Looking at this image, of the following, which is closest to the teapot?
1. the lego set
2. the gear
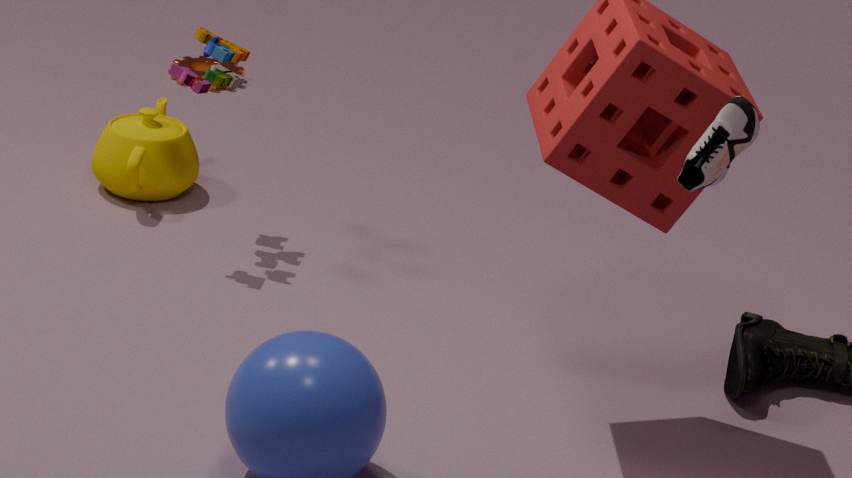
the lego set
